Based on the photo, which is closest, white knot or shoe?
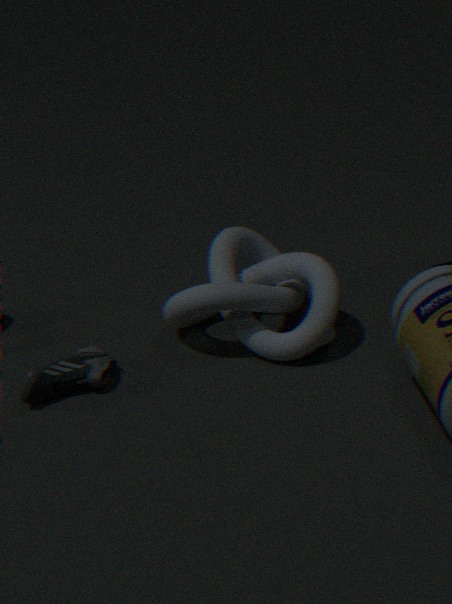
shoe
